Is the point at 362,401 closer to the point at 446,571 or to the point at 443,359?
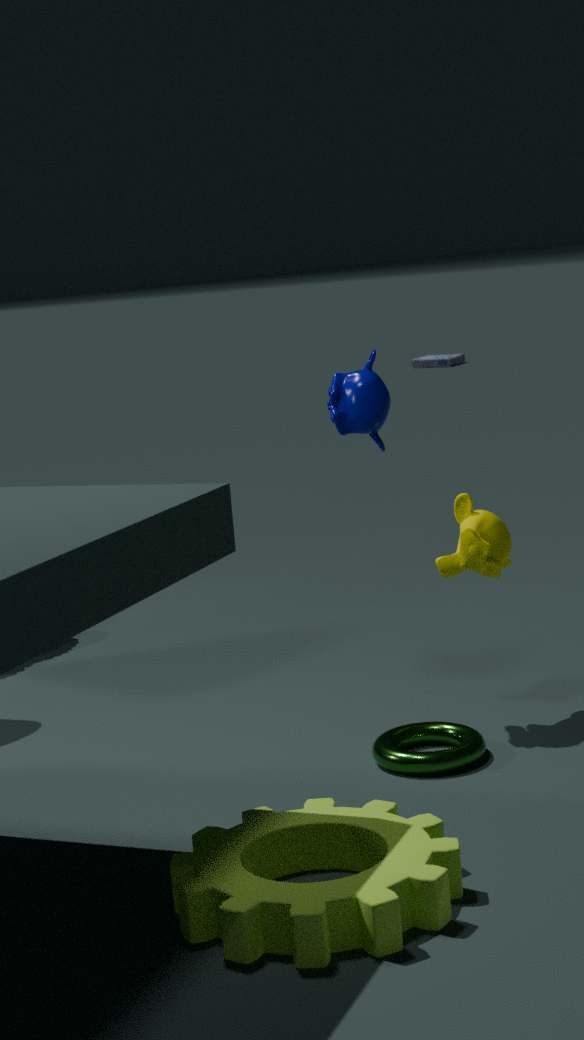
the point at 446,571
